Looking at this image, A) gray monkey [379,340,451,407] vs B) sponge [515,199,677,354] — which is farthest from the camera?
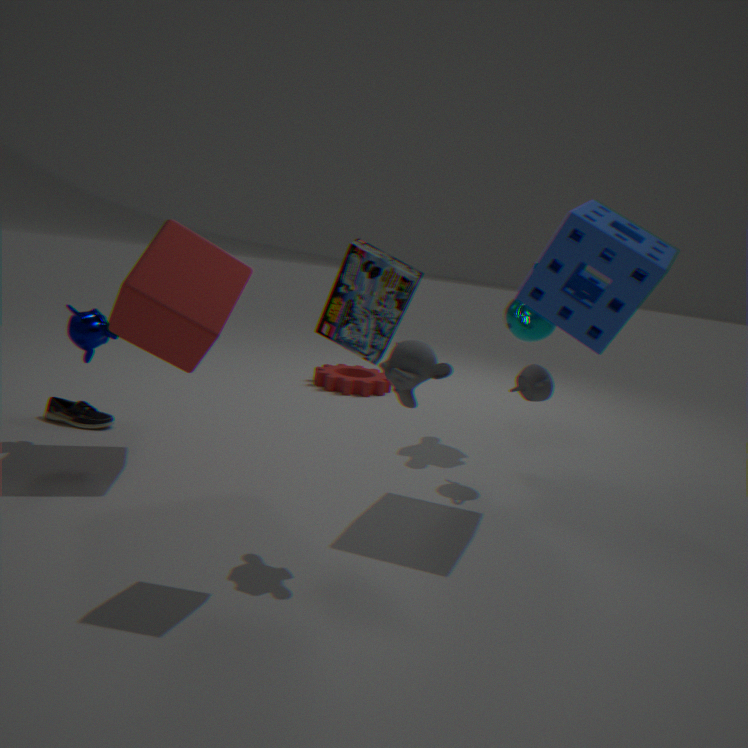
B. sponge [515,199,677,354]
